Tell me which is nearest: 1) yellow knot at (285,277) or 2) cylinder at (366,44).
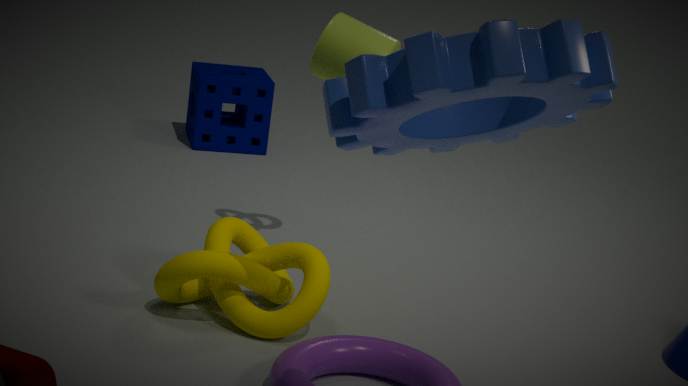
2. cylinder at (366,44)
